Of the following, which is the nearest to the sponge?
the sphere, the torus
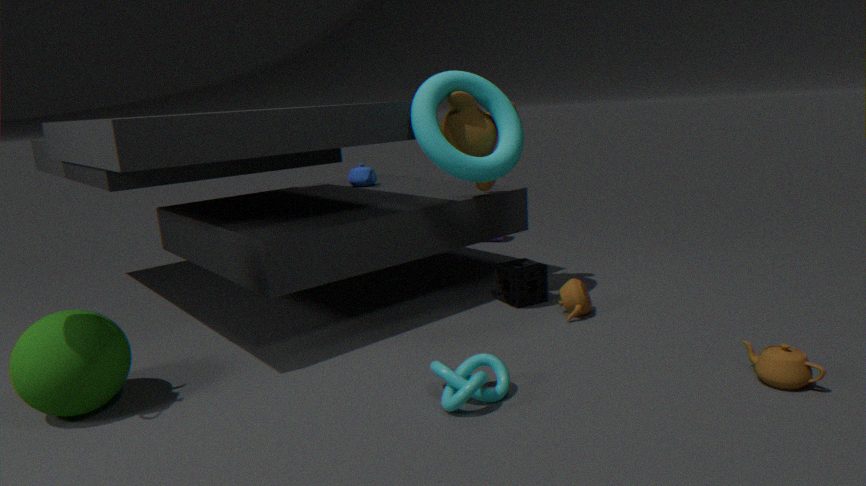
the torus
